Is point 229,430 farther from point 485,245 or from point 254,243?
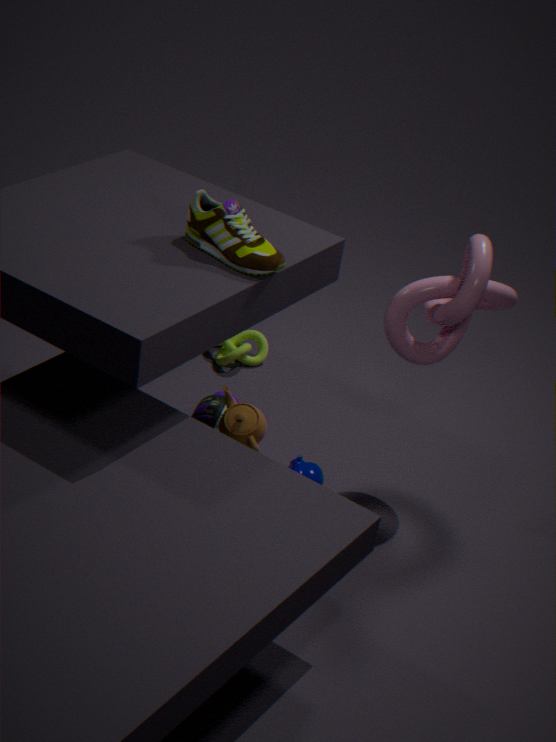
point 485,245
